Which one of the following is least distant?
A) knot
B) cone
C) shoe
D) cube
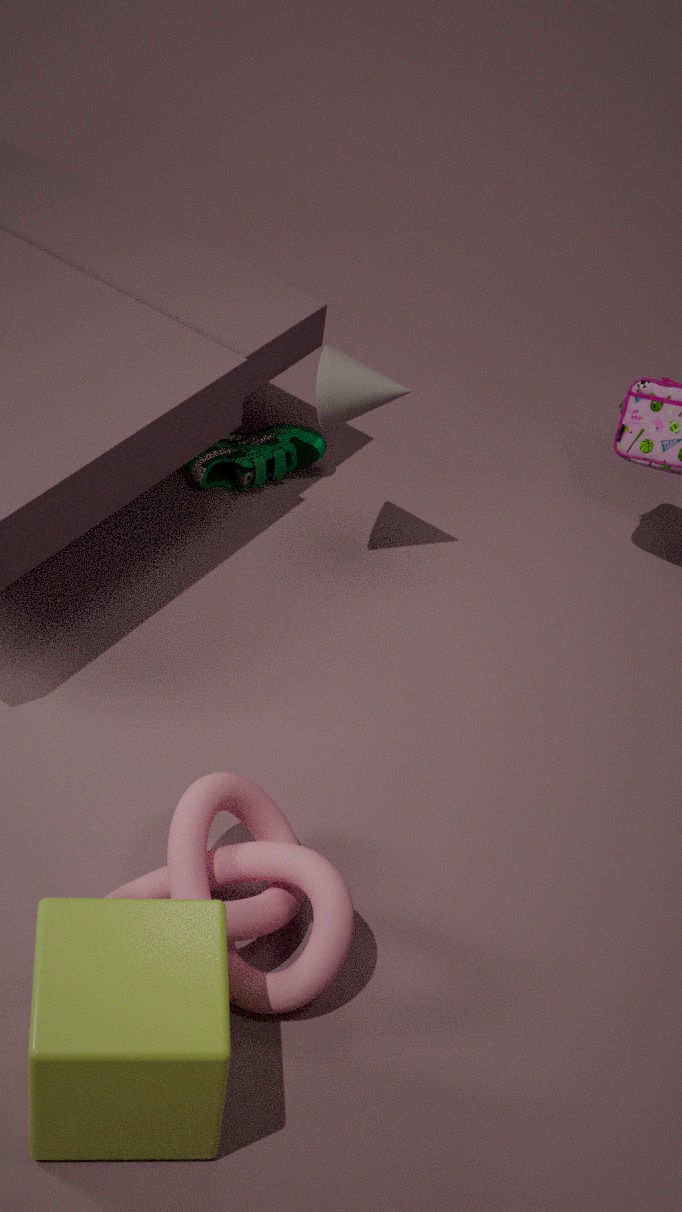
cube
